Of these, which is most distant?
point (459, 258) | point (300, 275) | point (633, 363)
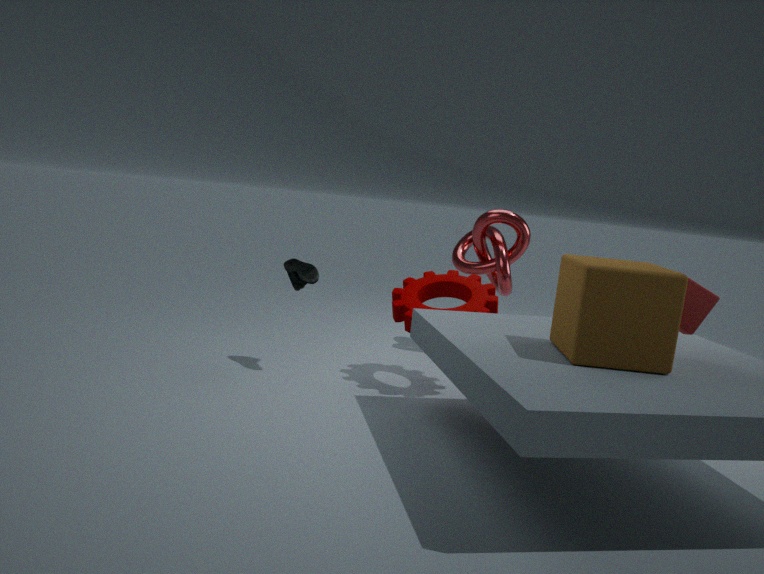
point (459, 258)
